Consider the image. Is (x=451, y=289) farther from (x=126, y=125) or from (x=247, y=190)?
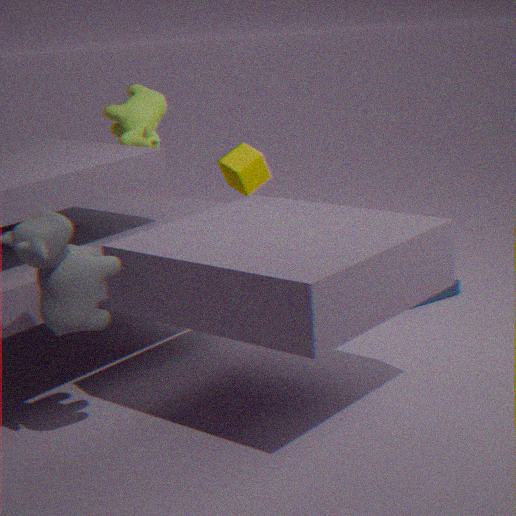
(x=126, y=125)
